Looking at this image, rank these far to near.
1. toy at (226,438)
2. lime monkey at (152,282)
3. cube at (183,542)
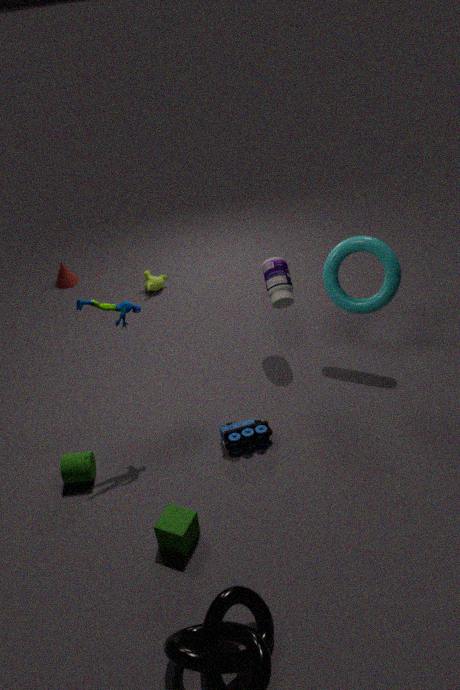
lime monkey at (152,282) < toy at (226,438) < cube at (183,542)
